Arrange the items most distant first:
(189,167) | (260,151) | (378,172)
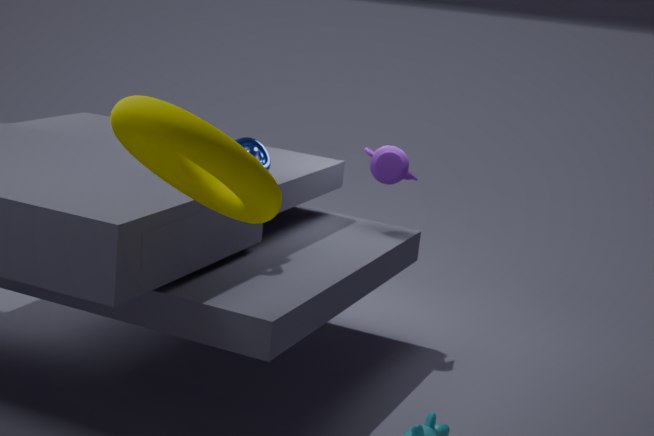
(378,172) → (260,151) → (189,167)
